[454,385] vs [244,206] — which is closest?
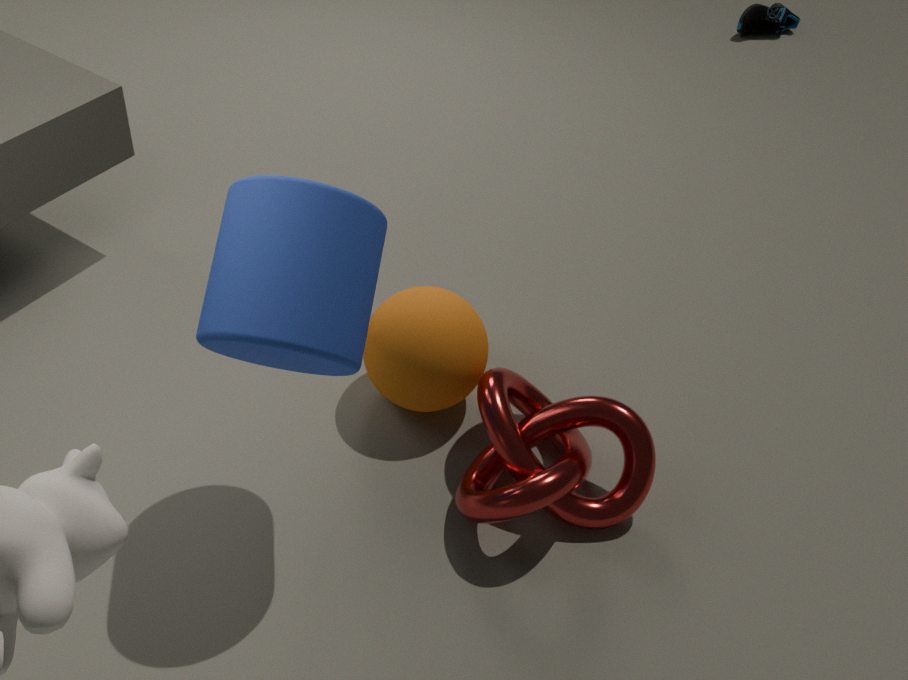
[244,206]
